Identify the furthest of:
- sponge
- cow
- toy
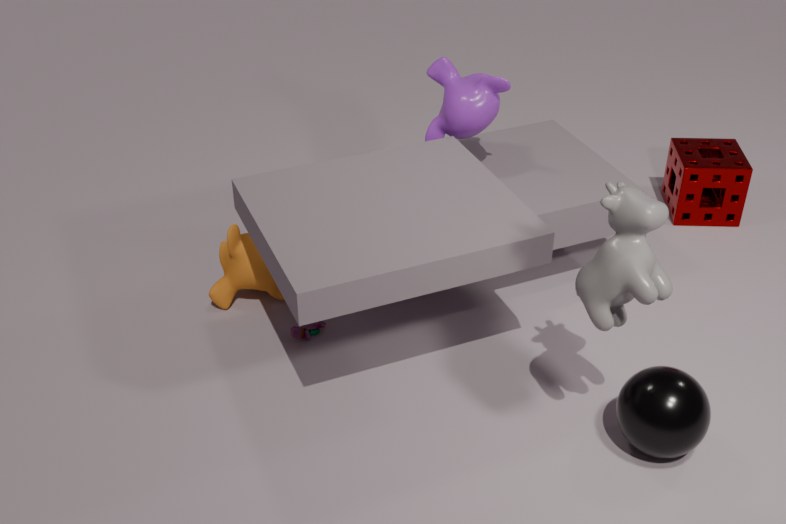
sponge
